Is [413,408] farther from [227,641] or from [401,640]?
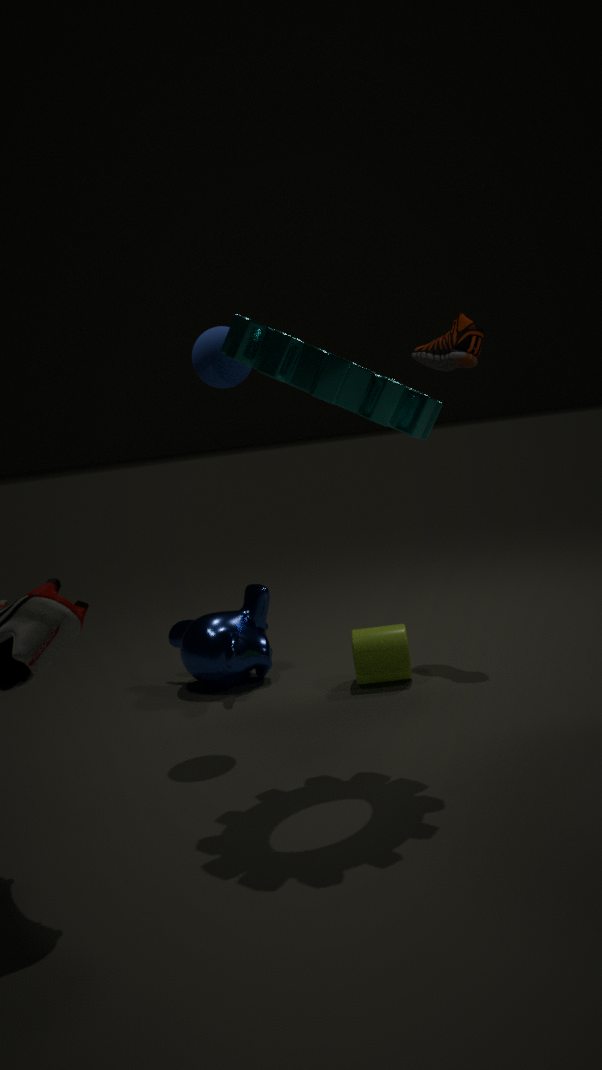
[227,641]
